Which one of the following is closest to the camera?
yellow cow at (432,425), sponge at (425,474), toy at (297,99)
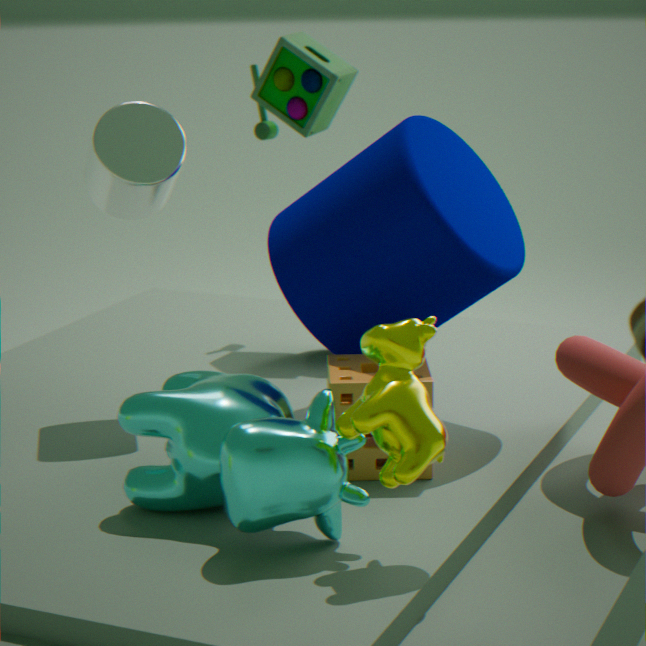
yellow cow at (432,425)
